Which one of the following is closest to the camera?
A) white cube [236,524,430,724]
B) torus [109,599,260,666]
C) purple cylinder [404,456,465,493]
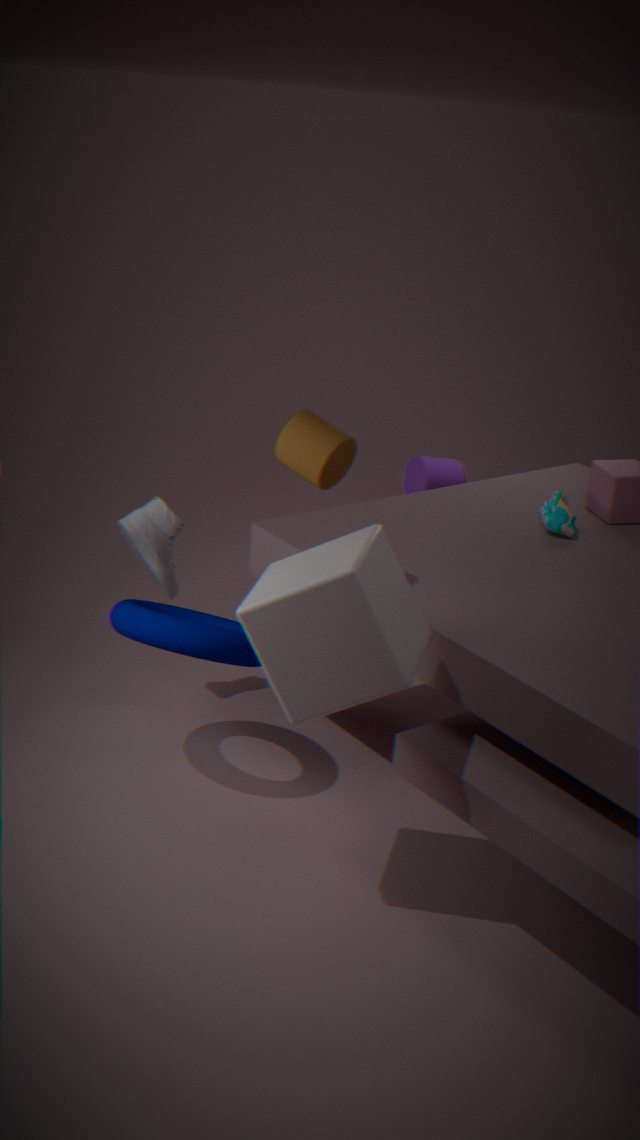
white cube [236,524,430,724]
